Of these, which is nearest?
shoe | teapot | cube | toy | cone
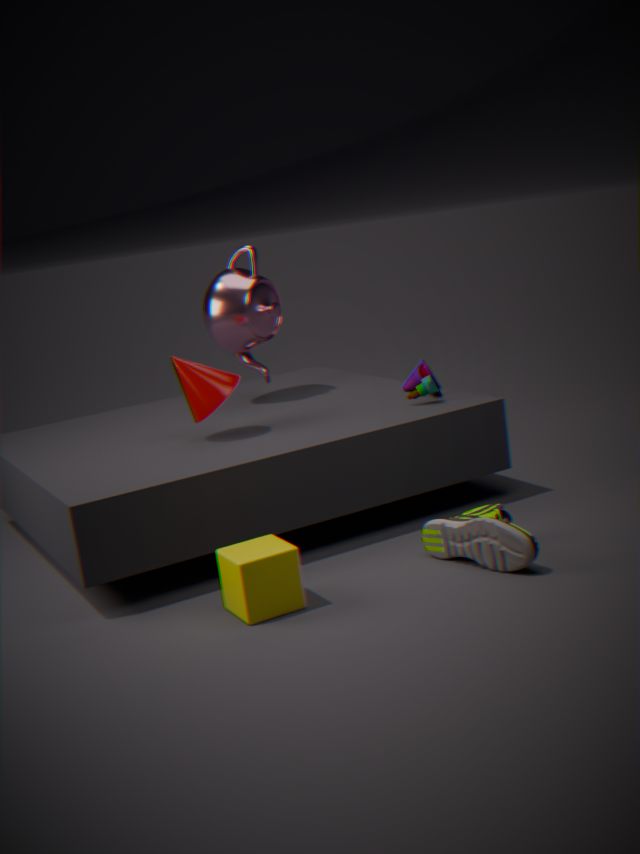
cube
